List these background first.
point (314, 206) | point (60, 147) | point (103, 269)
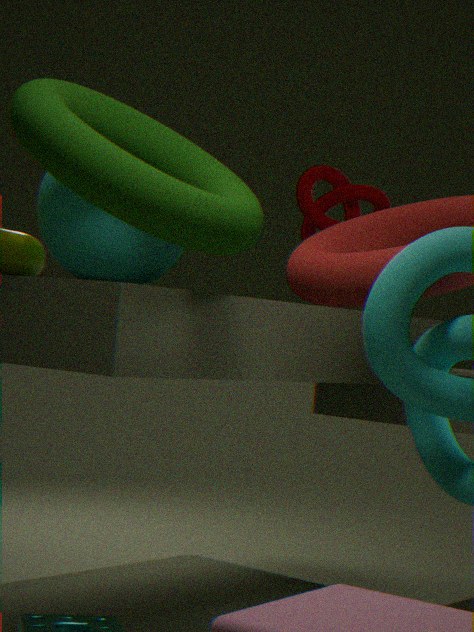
point (314, 206), point (103, 269), point (60, 147)
